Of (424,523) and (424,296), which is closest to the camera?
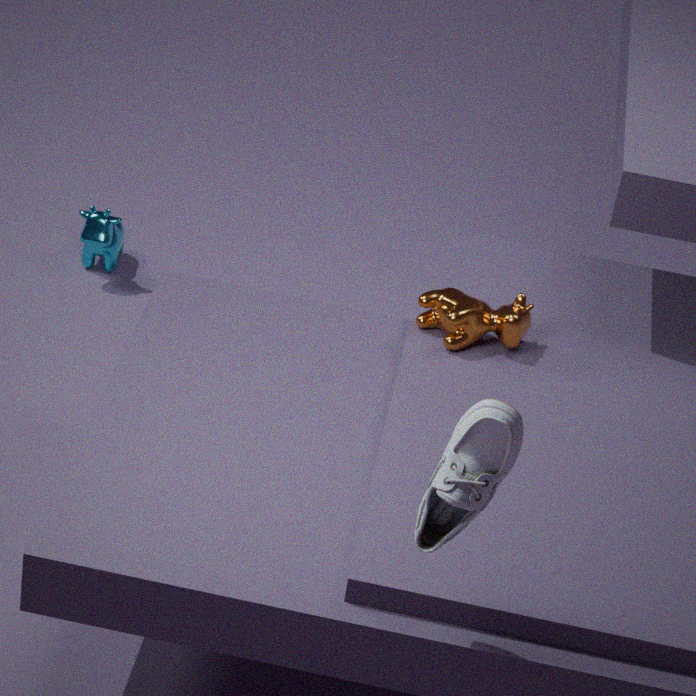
(424,523)
